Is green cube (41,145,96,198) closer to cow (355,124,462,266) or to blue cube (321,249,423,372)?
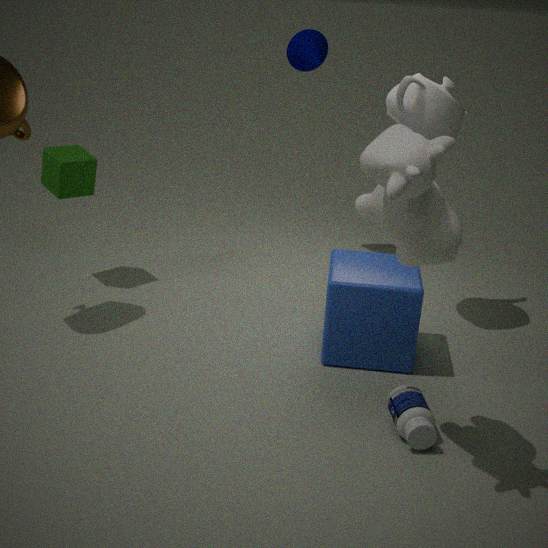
blue cube (321,249,423,372)
